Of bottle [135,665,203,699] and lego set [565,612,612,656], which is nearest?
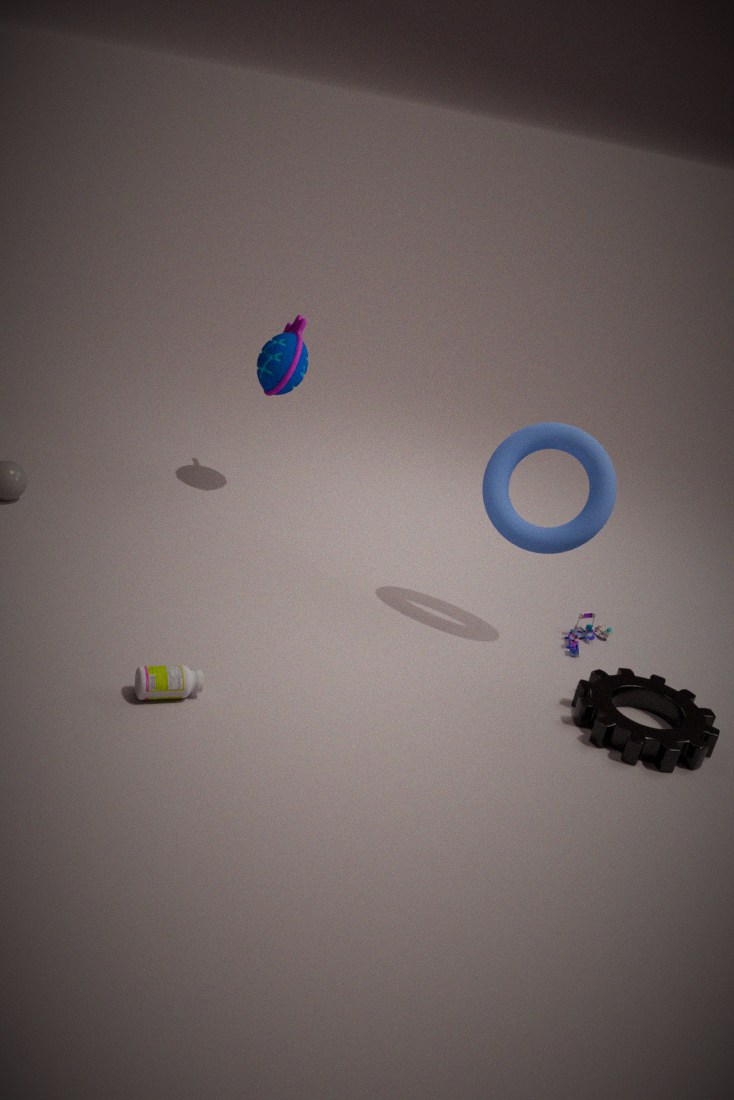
bottle [135,665,203,699]
